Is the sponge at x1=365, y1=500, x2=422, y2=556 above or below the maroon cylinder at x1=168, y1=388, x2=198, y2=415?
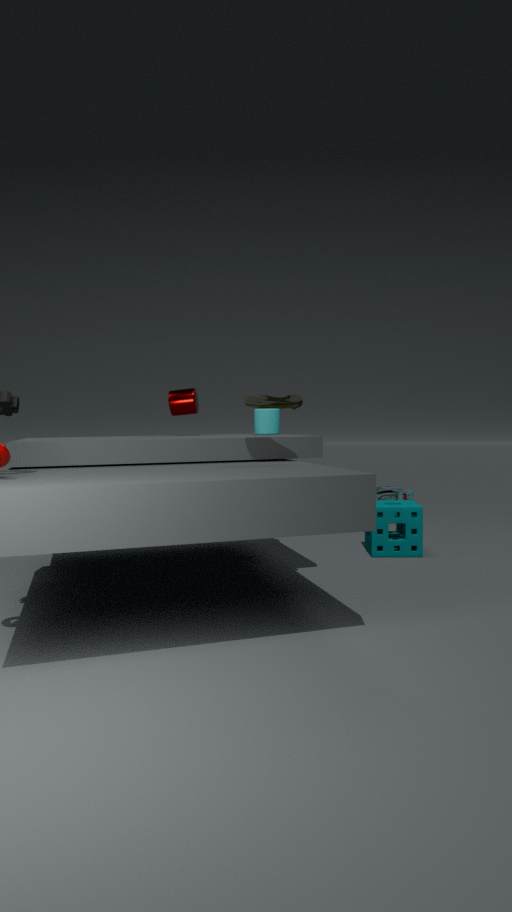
below
